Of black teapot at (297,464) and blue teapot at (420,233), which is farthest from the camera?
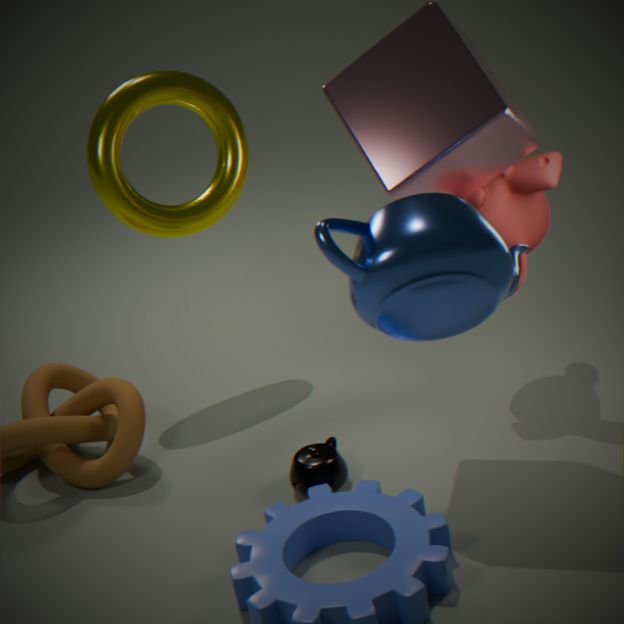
black teapot at (297,464)
